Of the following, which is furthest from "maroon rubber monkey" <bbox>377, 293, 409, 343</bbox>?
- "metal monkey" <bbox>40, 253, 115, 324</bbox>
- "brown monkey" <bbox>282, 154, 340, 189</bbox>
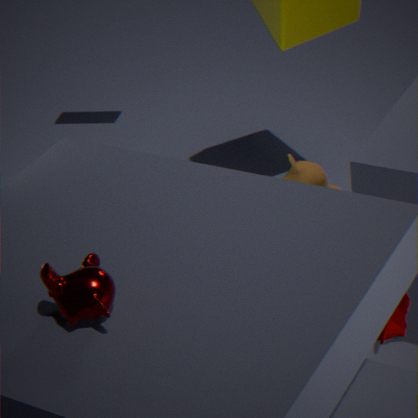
"metal monkey" <bbox>40, 253, 115, 324</bbox>
